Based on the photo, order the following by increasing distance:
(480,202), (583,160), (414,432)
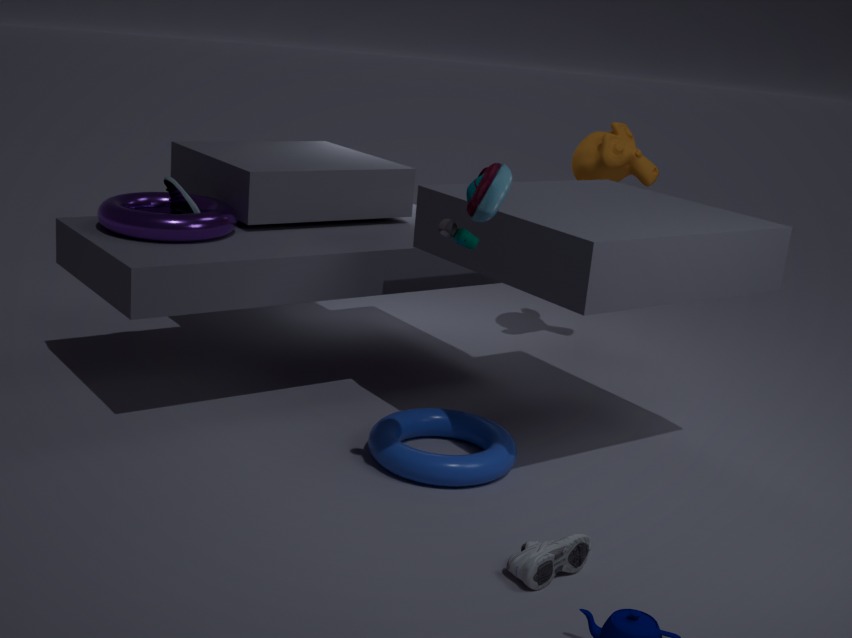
1. (480,202)
2. (414,432)
3. (583,160)
